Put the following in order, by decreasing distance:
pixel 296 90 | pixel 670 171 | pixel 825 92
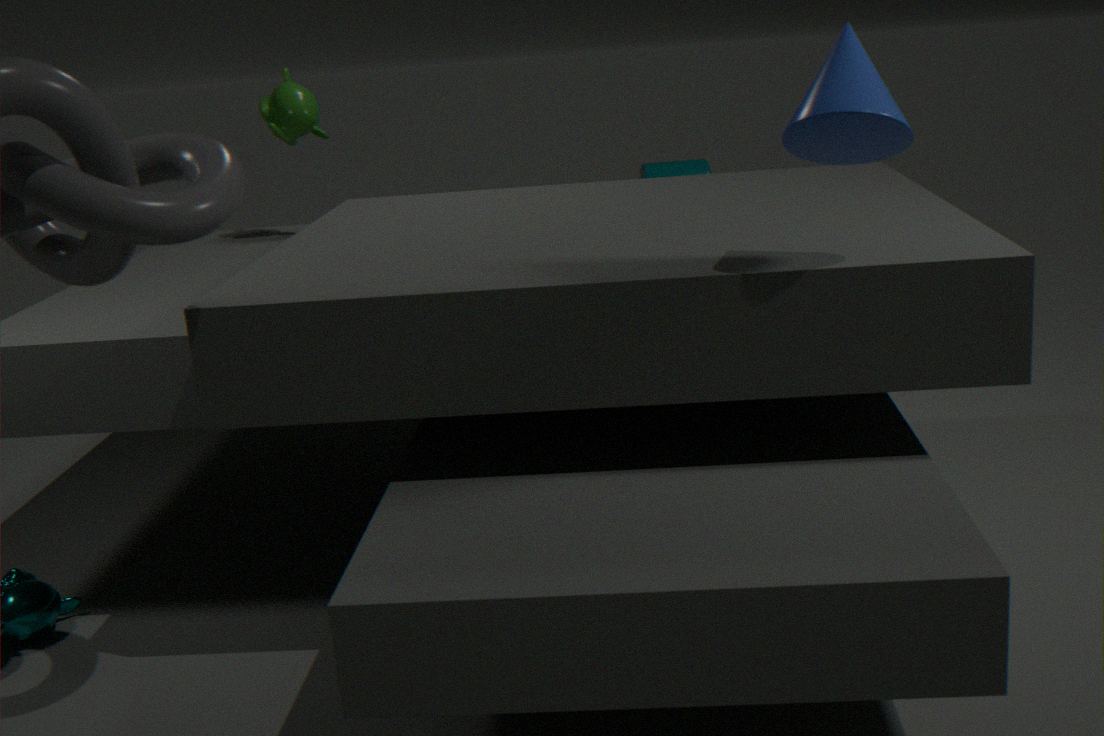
pixel 670 171
pixel 296 90
pixel 825 92
